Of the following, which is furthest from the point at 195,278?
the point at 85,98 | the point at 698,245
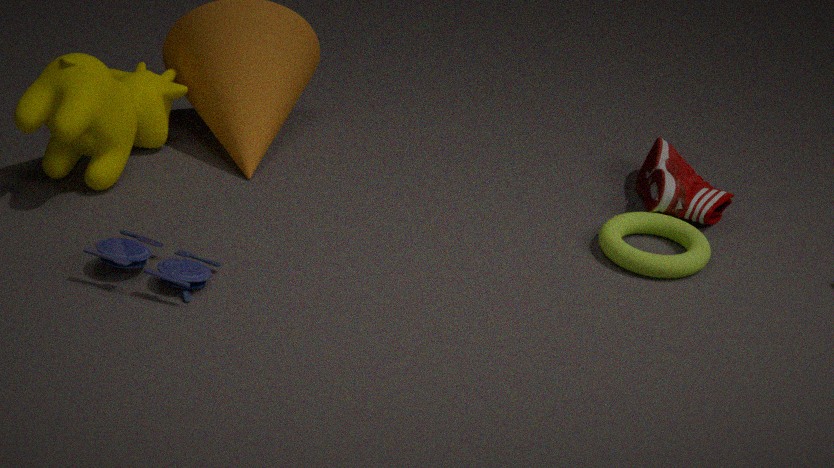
the point at 698,245
